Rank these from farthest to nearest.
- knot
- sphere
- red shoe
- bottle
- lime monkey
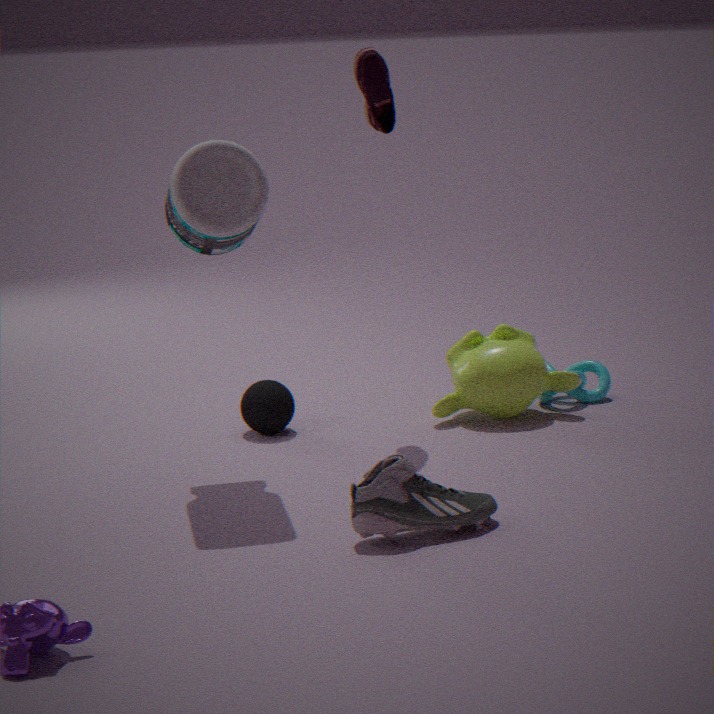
knot, lime monkey, sphere, red shoe, bottle
